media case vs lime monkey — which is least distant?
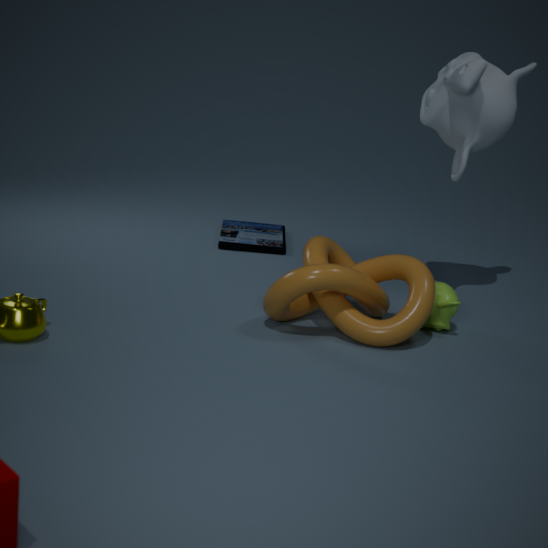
lime monkey
